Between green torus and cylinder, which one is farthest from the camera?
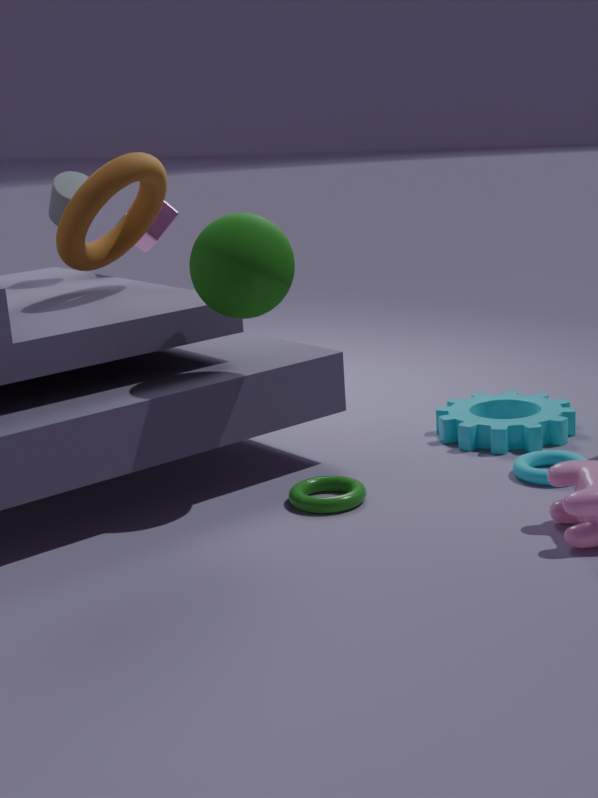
cylinder
